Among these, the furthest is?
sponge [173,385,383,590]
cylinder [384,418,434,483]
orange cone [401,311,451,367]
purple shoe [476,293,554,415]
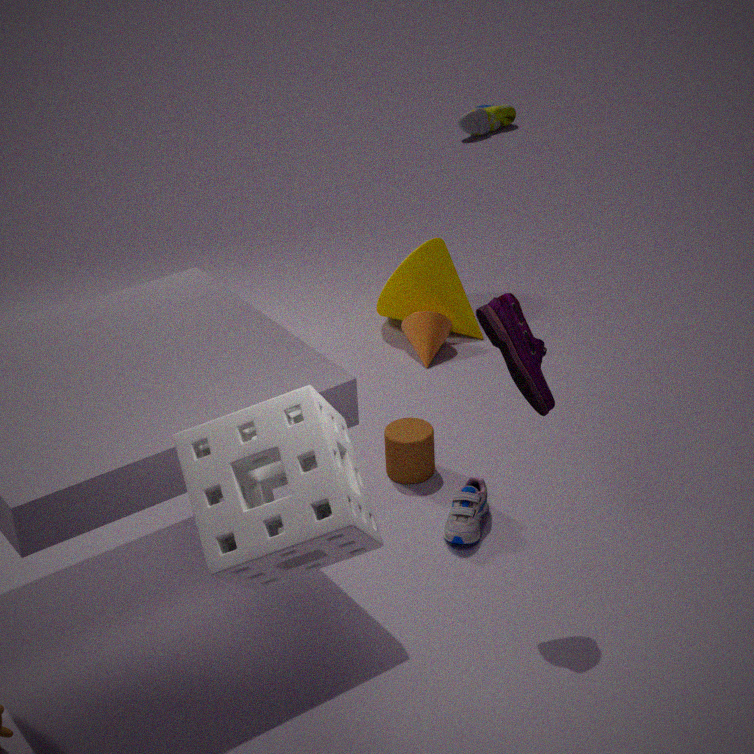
orange cone [401,311,451,367]
